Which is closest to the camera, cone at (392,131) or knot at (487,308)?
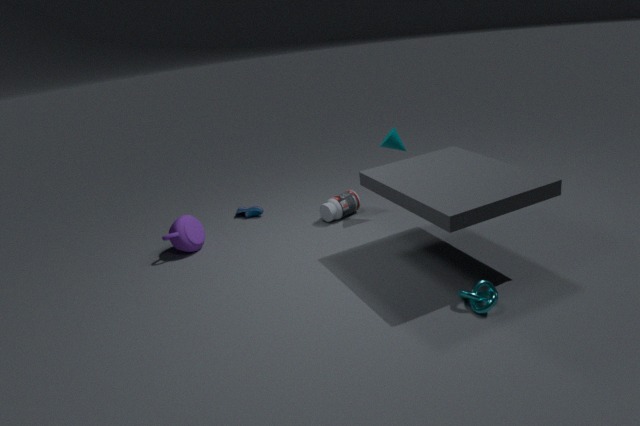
knot at (487,308)
